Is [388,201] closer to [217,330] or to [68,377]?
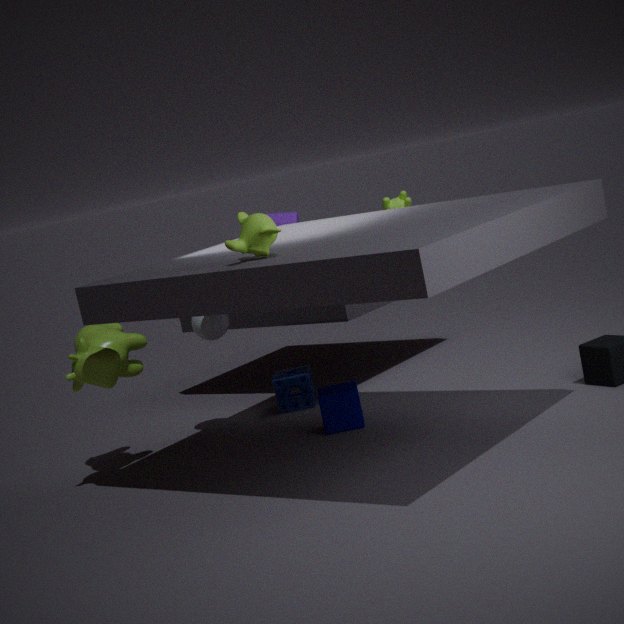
[217,330]
